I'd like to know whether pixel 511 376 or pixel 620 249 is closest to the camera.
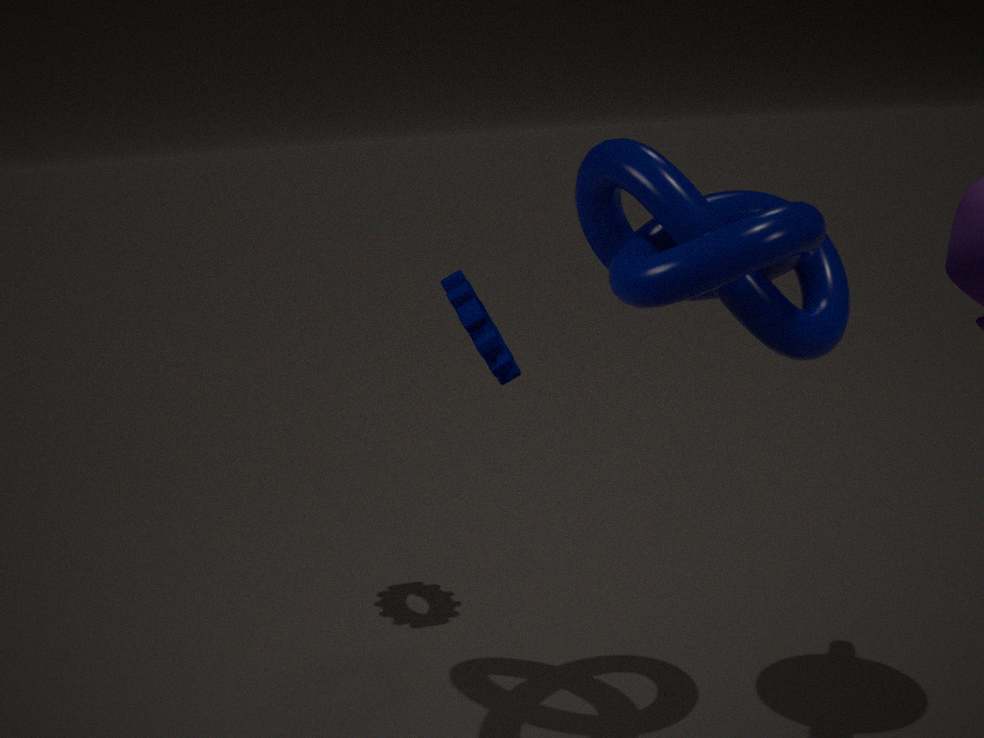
pixel 620 249
